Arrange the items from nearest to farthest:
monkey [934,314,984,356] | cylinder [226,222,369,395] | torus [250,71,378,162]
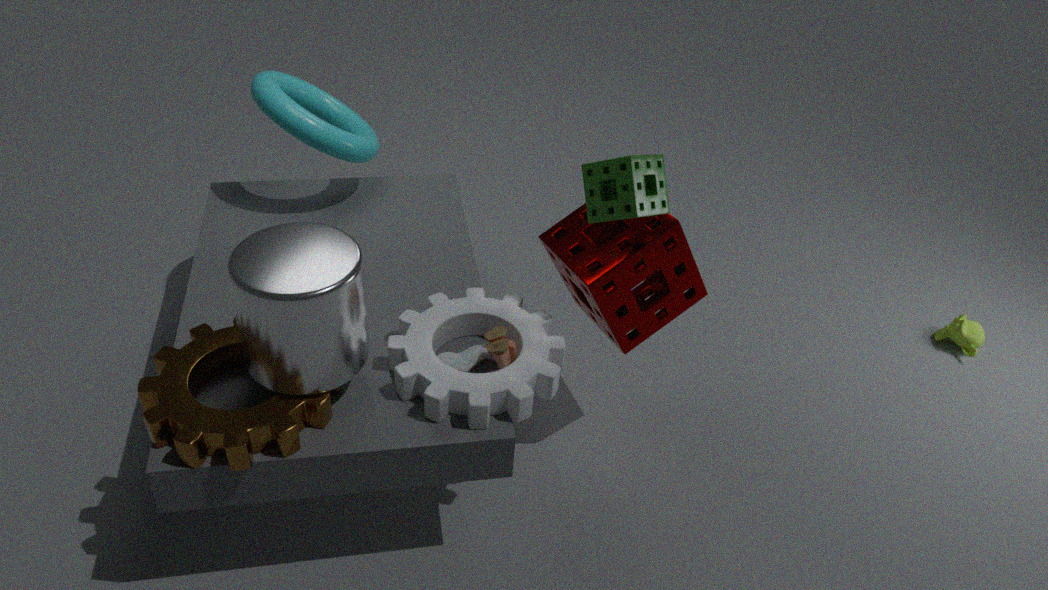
cylinder [226,222,369,395] < torus [250,71,378,162] < monkey [934,314,984,356]
